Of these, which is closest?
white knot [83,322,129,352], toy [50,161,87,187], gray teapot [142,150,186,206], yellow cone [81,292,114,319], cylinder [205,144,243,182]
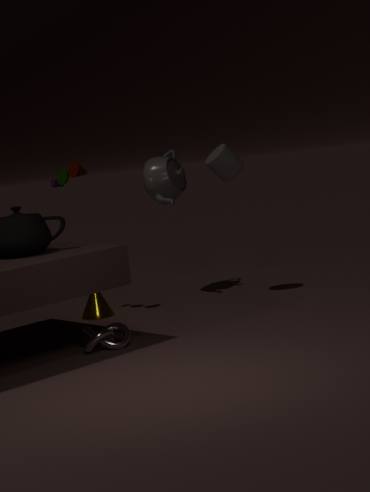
white knot [83,322,129,352]
